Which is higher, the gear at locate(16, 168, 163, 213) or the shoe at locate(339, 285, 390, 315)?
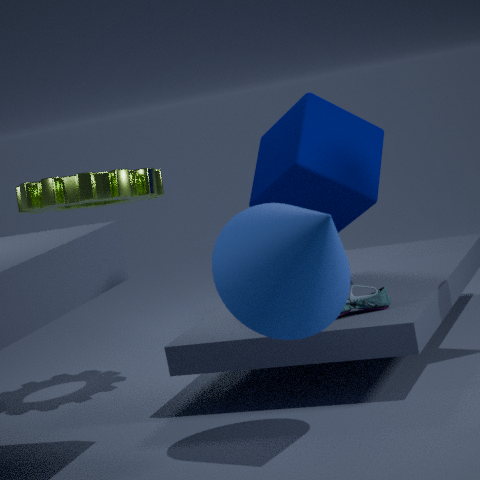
the gear at locate(16, 168, 163, 213)
